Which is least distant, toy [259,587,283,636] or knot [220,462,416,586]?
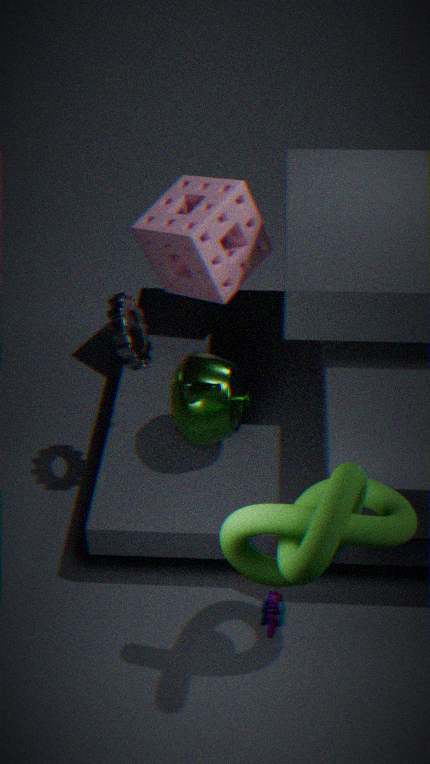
knot [220,462,416,586]
